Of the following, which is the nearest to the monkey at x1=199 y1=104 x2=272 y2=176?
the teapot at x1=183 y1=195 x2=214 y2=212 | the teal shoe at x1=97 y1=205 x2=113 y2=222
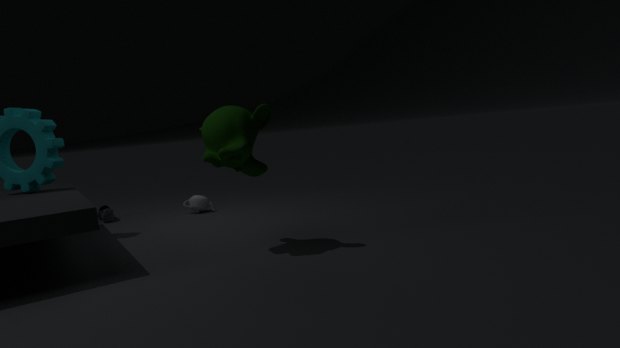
the teapot at x1=183 y1=195 x2=214 y2=212
